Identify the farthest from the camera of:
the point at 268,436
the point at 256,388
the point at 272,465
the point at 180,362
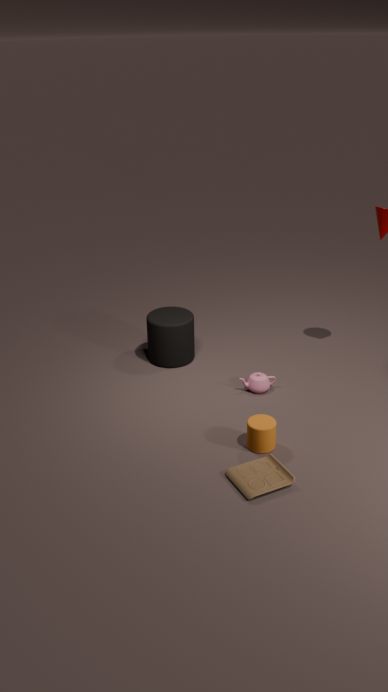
the point at 180,362
